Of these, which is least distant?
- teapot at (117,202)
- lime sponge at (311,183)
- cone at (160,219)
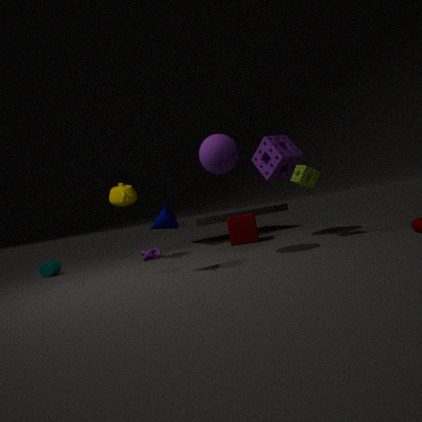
cone at (160,219)
